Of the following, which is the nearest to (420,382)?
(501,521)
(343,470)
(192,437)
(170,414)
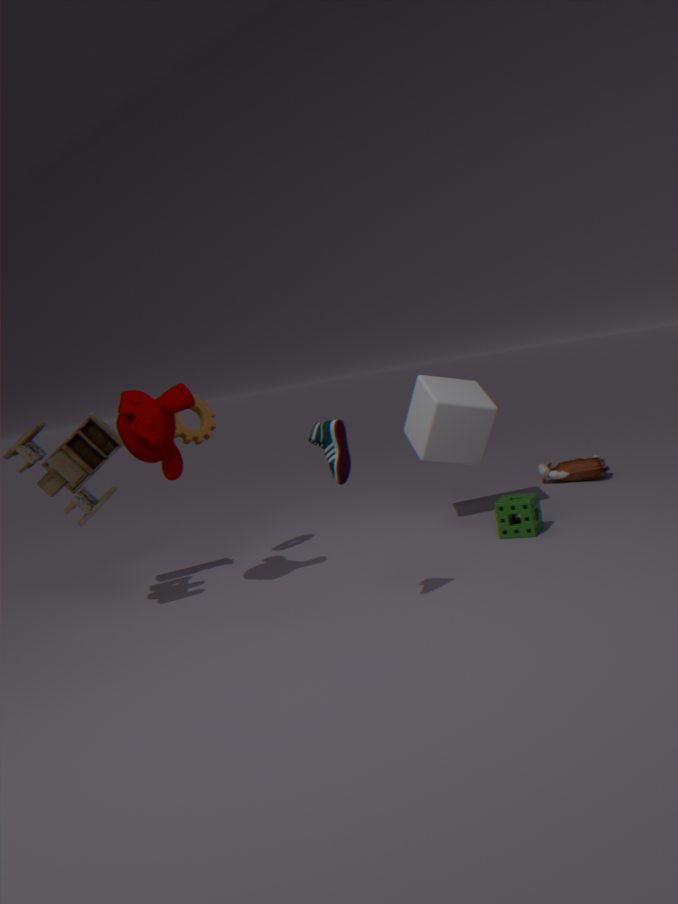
(501,521)
